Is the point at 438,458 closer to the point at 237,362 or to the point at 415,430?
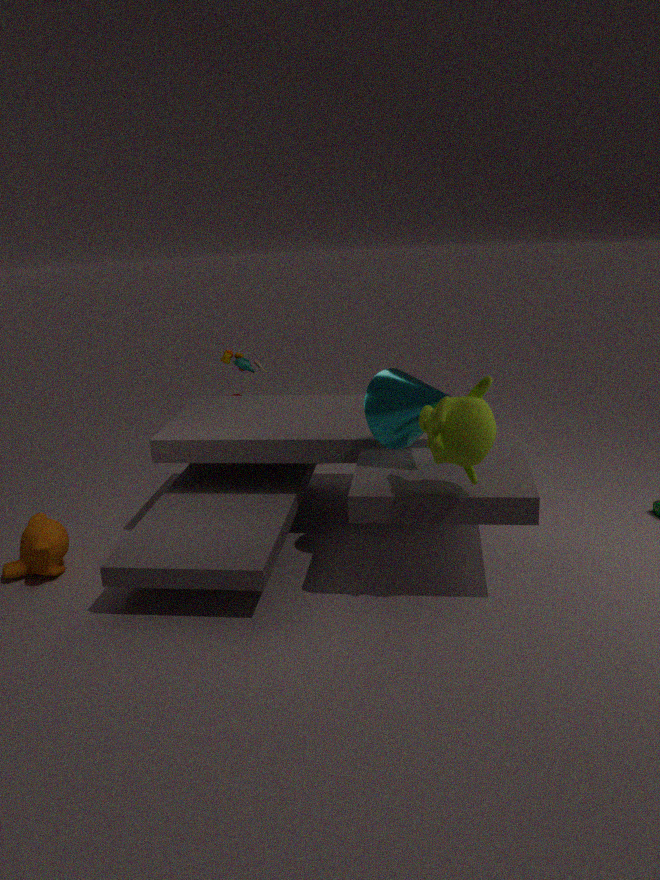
the point at 415,430
